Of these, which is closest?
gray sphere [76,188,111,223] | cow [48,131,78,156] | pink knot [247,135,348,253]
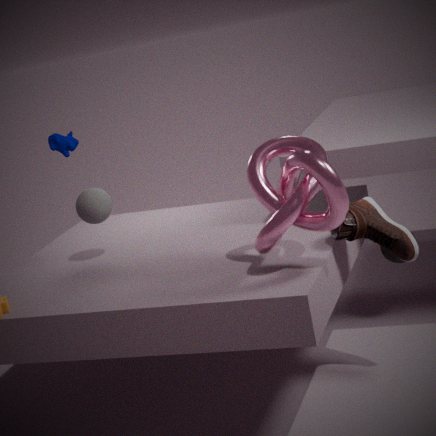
pink knot [247,135,348,253]
